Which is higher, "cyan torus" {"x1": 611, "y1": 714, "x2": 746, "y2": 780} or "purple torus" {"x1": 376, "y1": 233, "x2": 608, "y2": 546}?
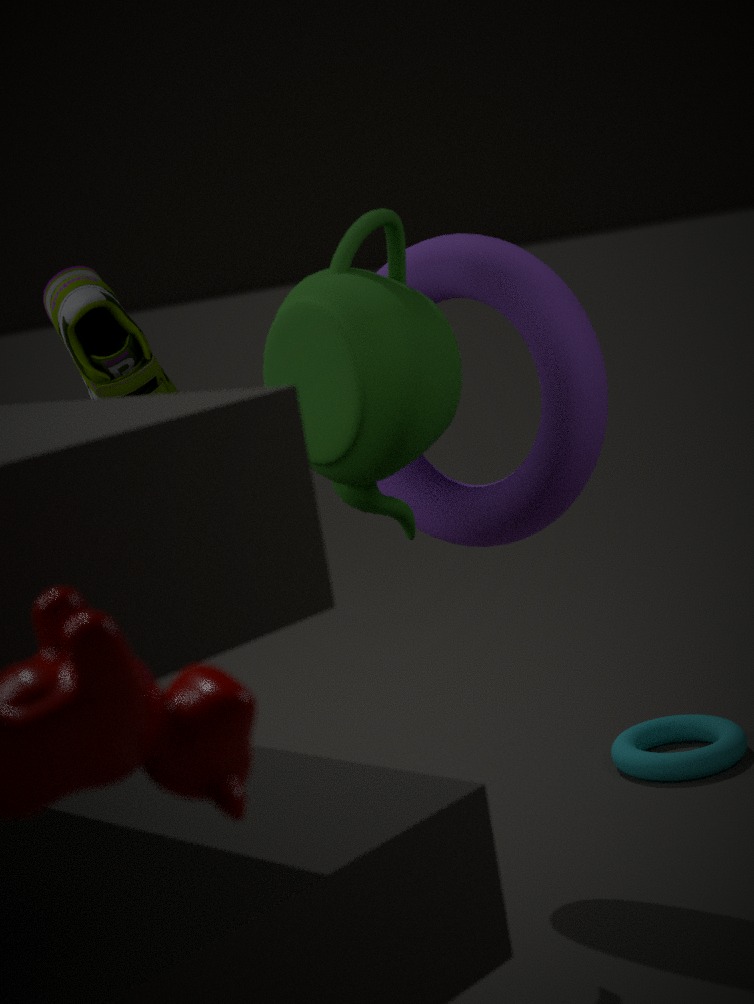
"purple torus" {"x1": 376, "y1": 233, "x2": 608, "y2": 546}
